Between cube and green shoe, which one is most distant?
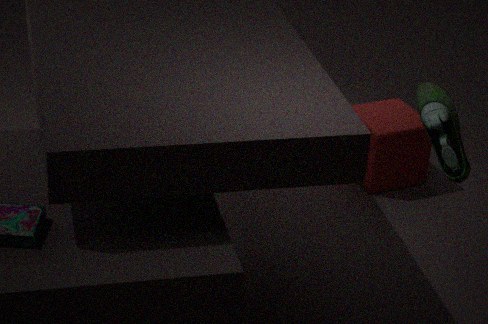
cube
